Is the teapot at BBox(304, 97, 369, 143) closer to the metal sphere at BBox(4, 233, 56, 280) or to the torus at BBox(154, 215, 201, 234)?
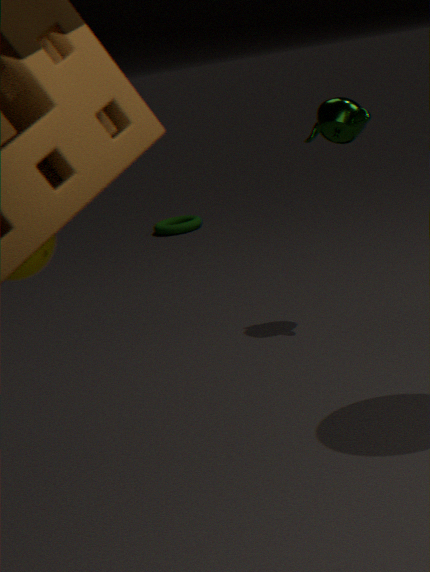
the metal sphere at BBox(4, 233, 56, 280)
